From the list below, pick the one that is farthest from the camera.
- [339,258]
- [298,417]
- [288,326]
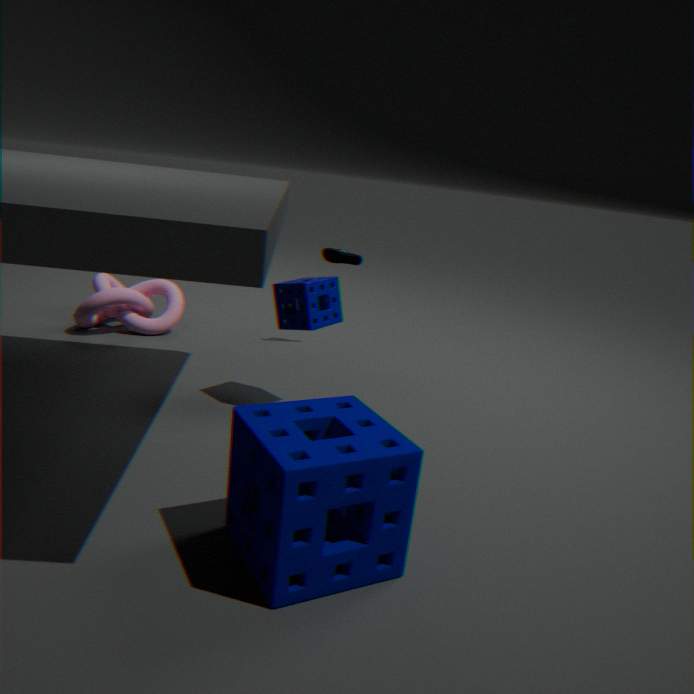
[339,258]
